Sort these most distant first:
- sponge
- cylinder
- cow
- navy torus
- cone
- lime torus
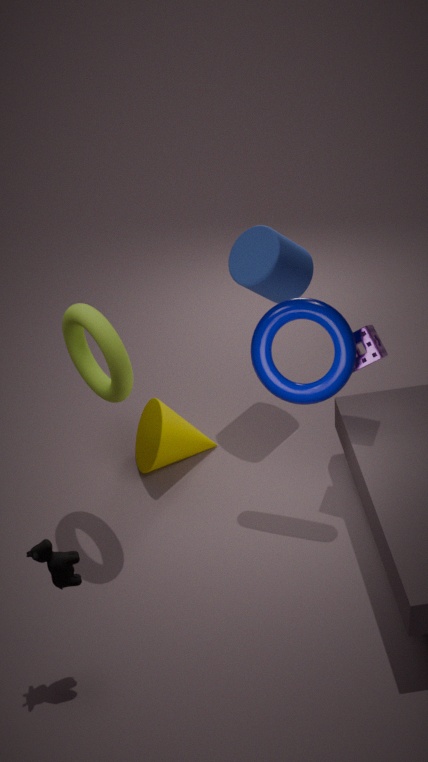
cone < cylinder < sponge < navy torus < lime torus < cow
